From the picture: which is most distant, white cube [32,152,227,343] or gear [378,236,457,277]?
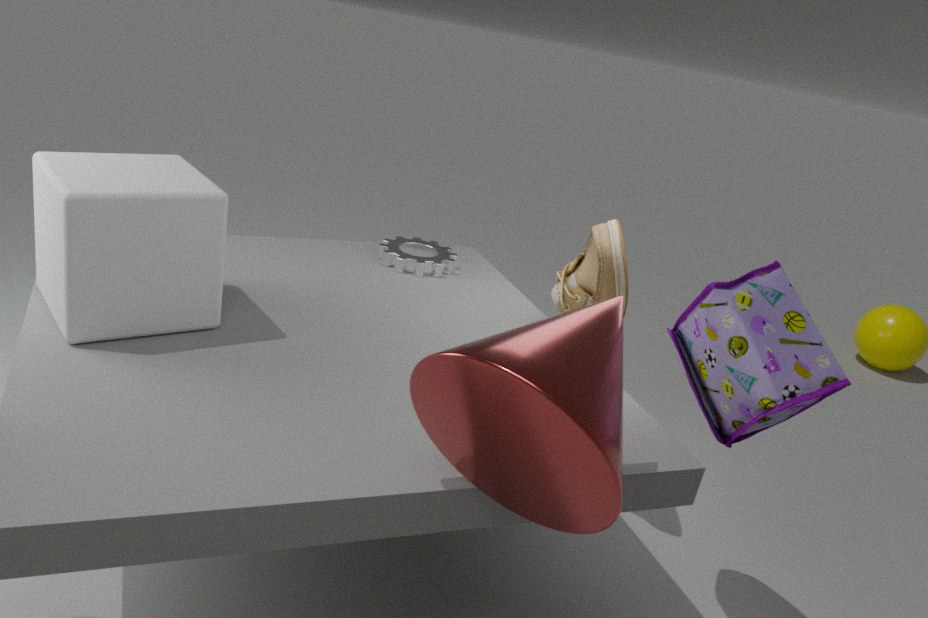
gear [378,236,457,277]
